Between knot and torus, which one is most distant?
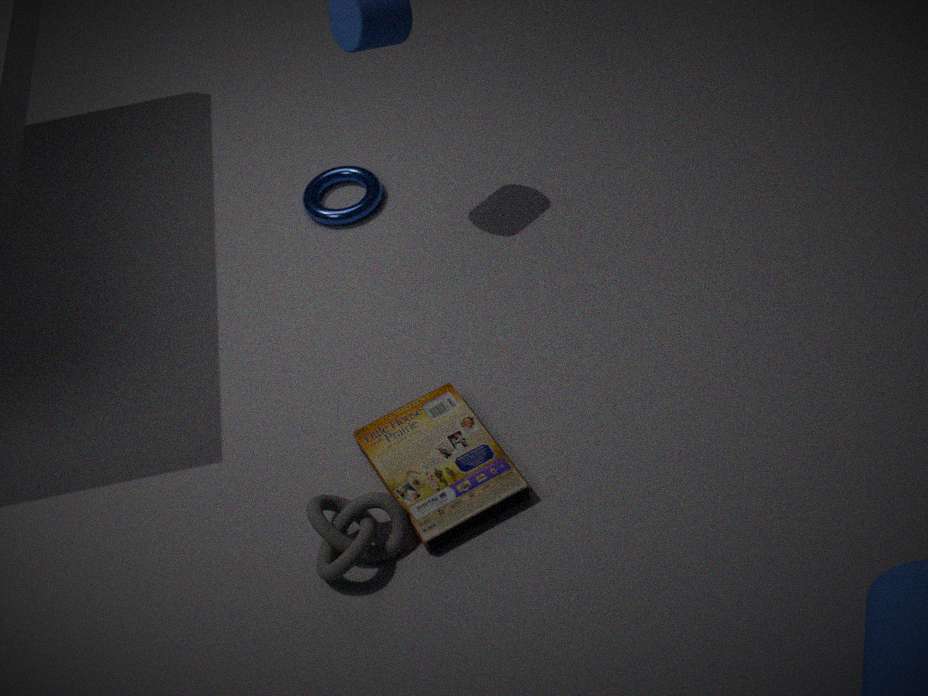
torus
